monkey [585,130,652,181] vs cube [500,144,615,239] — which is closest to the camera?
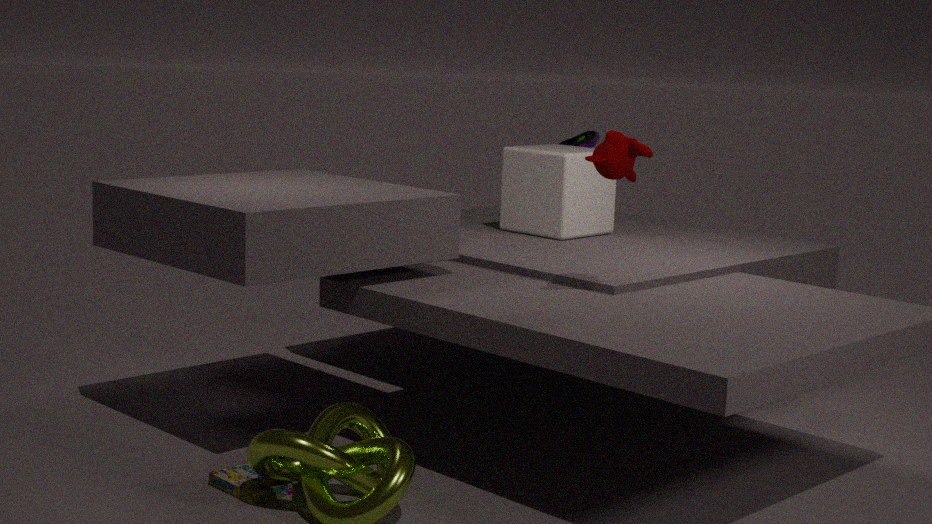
monkey [585,130,652,181]
